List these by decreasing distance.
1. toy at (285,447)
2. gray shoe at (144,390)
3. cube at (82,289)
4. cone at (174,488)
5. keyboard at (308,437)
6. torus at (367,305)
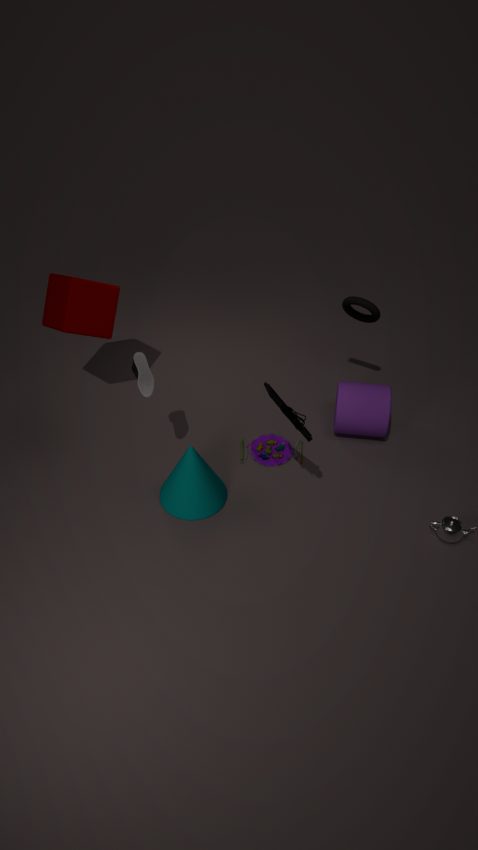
toy at (285,447)
torus at (367,305)
cube at (82,289)
cone at (174,488)
gray shoe at (144,390)
keyboard at (308,437)
